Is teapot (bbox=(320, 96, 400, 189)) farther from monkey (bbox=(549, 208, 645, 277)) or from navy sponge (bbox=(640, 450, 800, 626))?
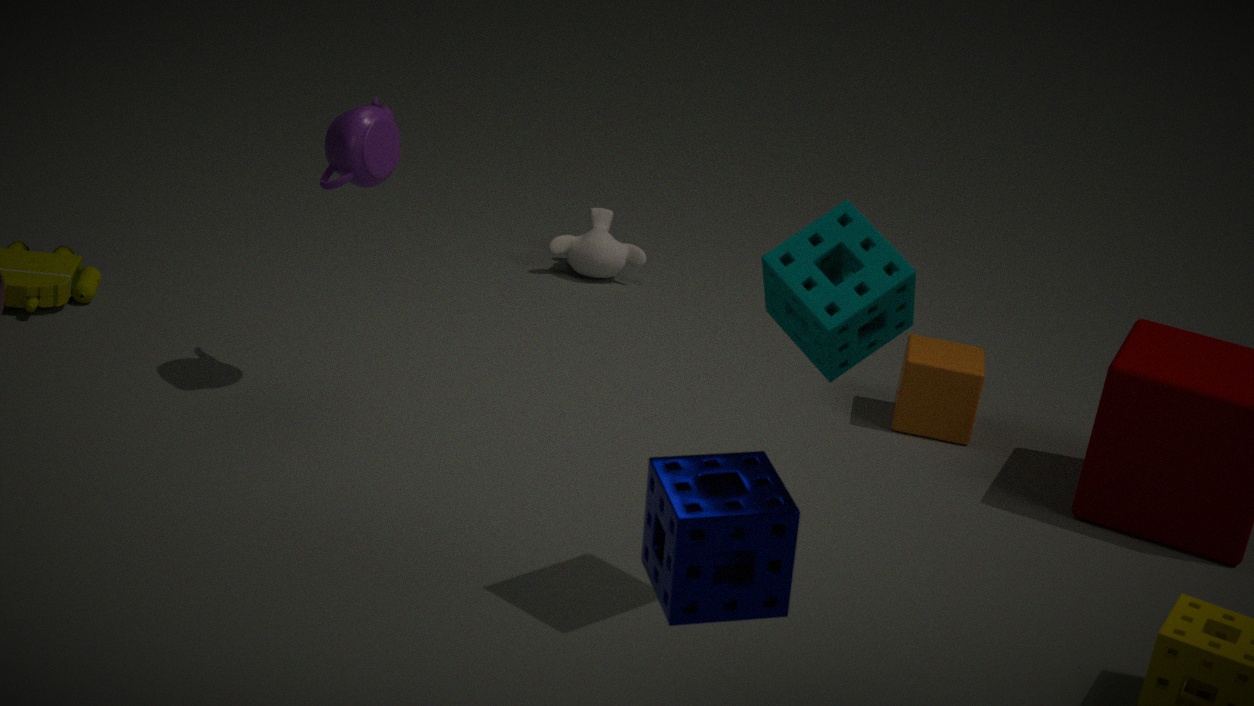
navy sponge (bbox=(640, 450, 800, 626))
